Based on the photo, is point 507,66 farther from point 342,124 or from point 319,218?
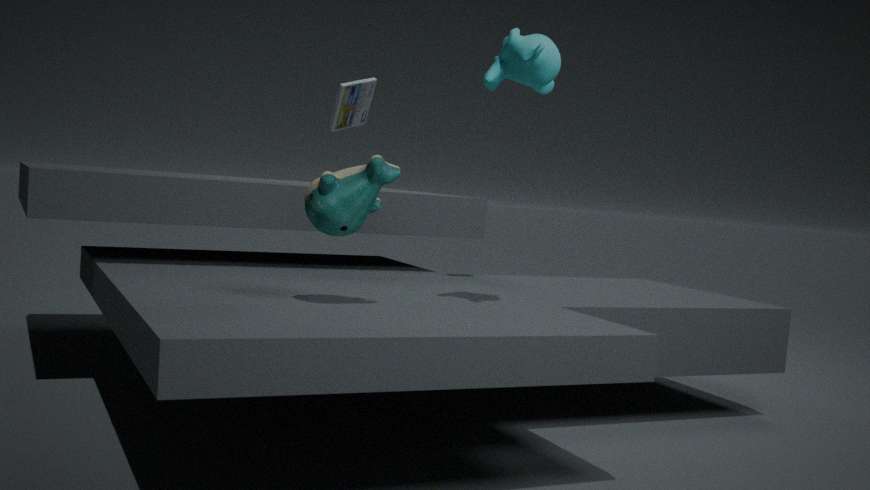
point 342,124
